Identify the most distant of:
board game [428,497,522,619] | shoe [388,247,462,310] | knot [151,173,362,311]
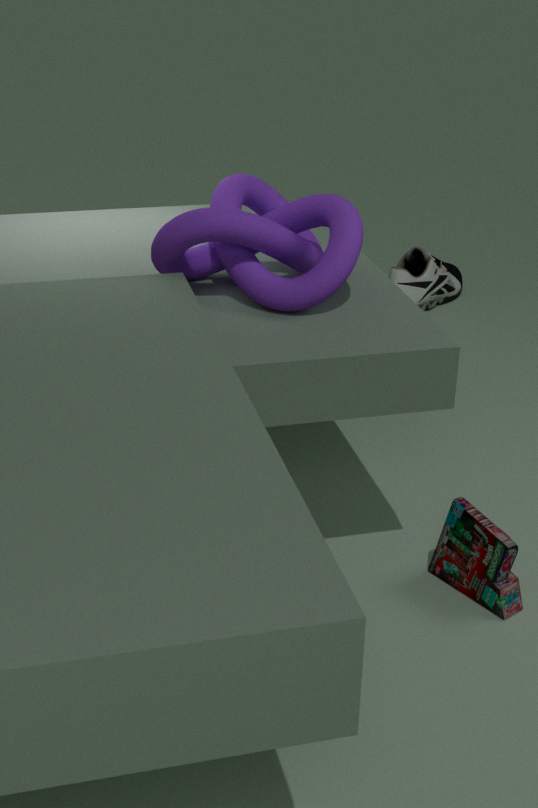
shoe [388,247,462,310]
